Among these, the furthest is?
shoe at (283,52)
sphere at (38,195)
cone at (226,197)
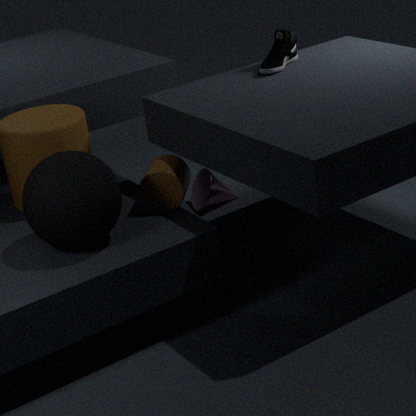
cone at (226,197)
